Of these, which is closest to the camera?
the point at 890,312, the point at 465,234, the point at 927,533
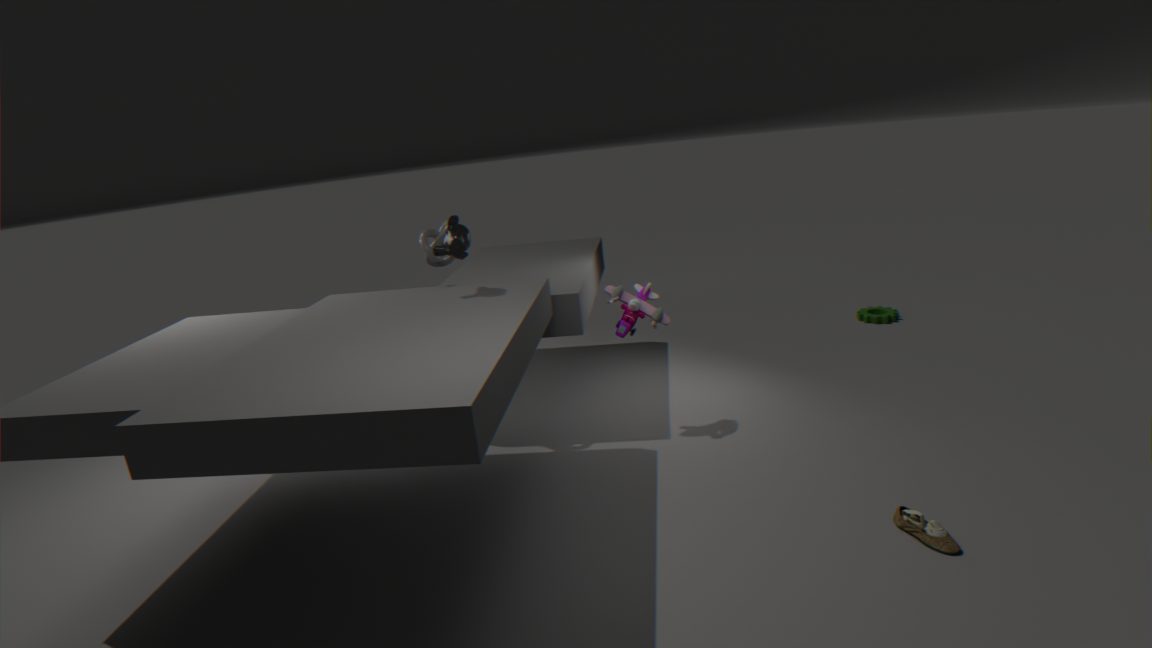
the point at 927,533
